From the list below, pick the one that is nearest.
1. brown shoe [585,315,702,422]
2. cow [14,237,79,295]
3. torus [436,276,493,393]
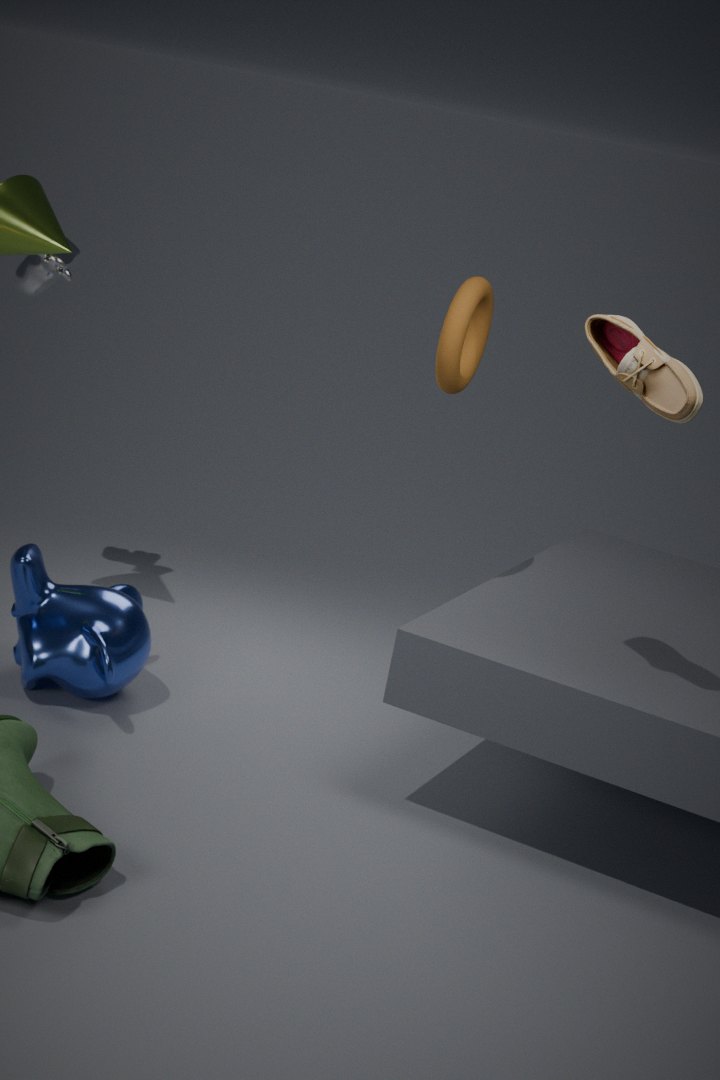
brown shoe [585,315,702,422]
